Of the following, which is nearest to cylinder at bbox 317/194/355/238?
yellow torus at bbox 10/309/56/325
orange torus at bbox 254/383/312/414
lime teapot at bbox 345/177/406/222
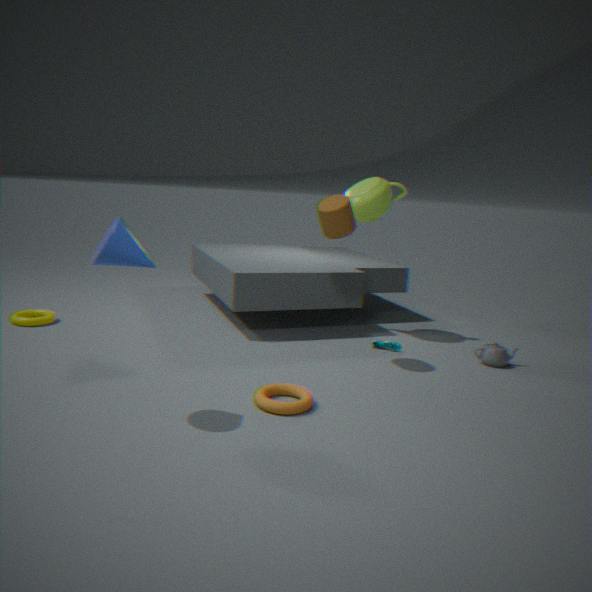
lime teapot at bbox 345/177/406/222
